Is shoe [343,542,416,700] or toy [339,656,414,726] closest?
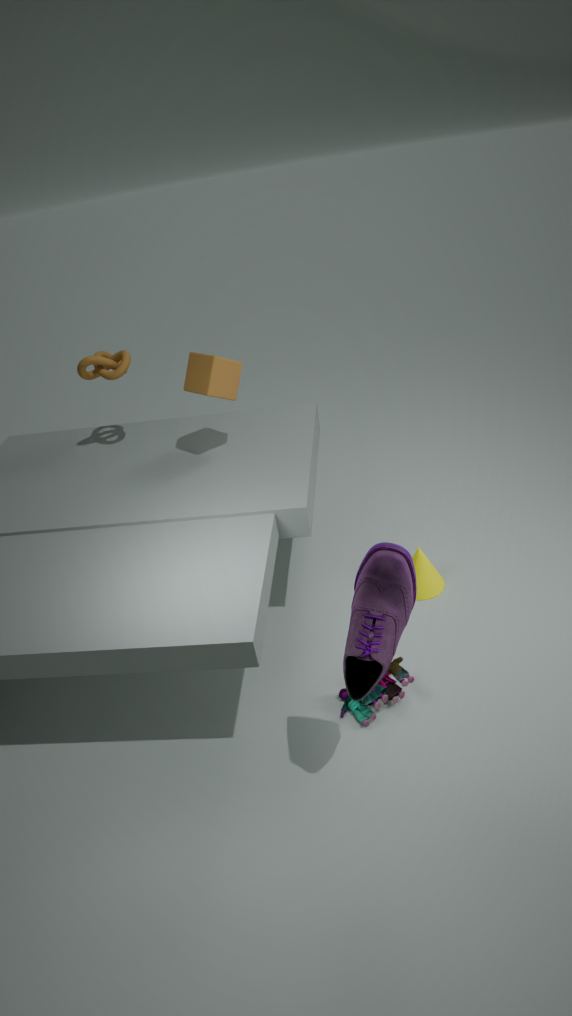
shoe [343,542,416,700]
